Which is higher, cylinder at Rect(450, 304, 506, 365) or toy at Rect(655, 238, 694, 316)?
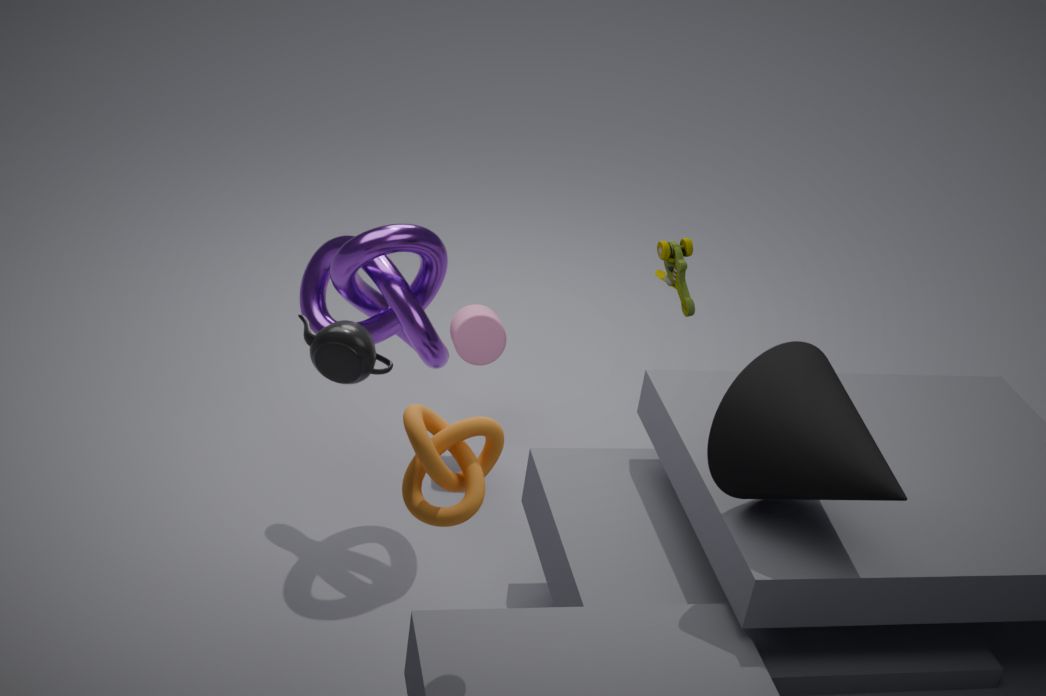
toy at Rect(655, 238, 694, 316)
